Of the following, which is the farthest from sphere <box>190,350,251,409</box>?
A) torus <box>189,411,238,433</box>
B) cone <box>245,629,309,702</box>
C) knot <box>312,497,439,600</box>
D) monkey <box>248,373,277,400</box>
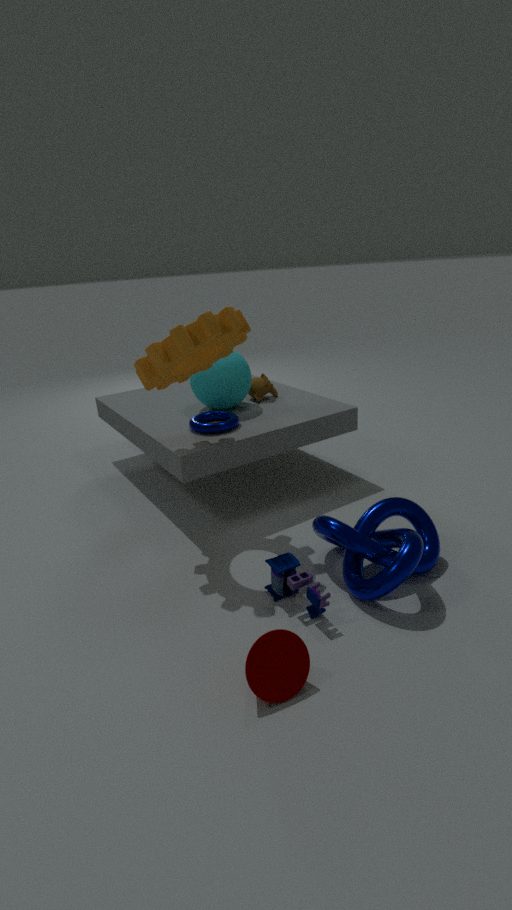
cone <box>245,629,309,702</box>
